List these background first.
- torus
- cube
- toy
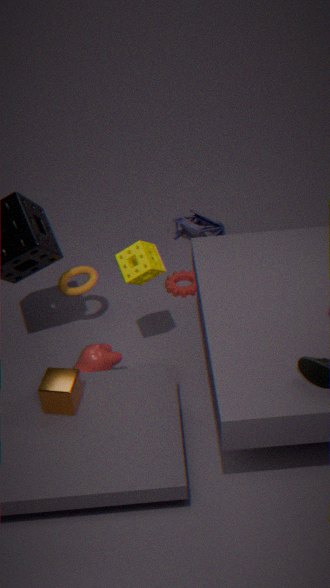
1. toy
2. torus
3. cube
